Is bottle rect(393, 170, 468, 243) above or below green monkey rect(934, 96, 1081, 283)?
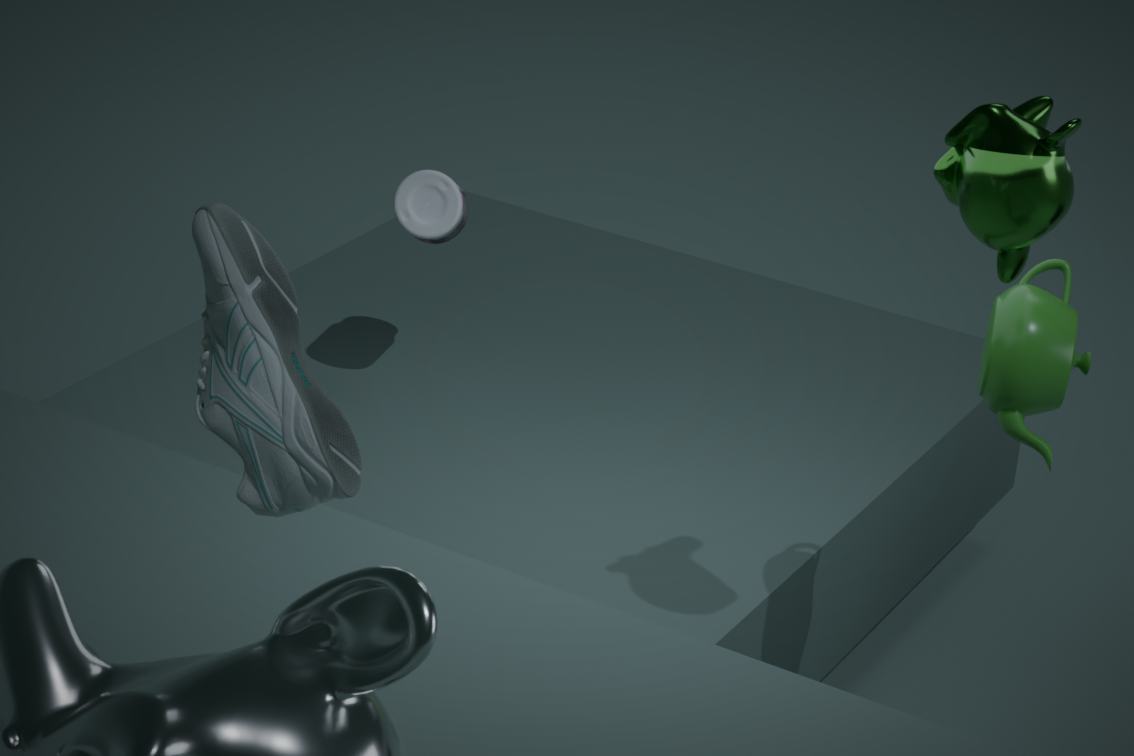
below
